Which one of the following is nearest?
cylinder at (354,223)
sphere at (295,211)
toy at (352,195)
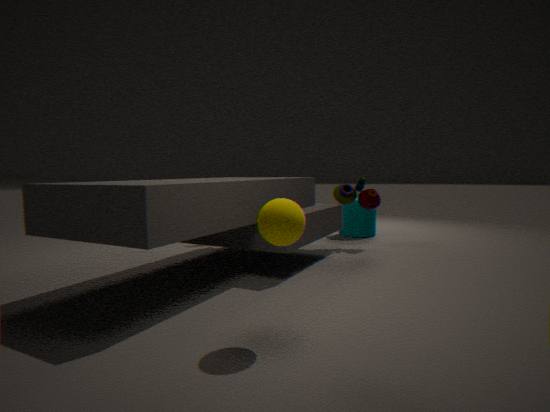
sphere at (295,211)
